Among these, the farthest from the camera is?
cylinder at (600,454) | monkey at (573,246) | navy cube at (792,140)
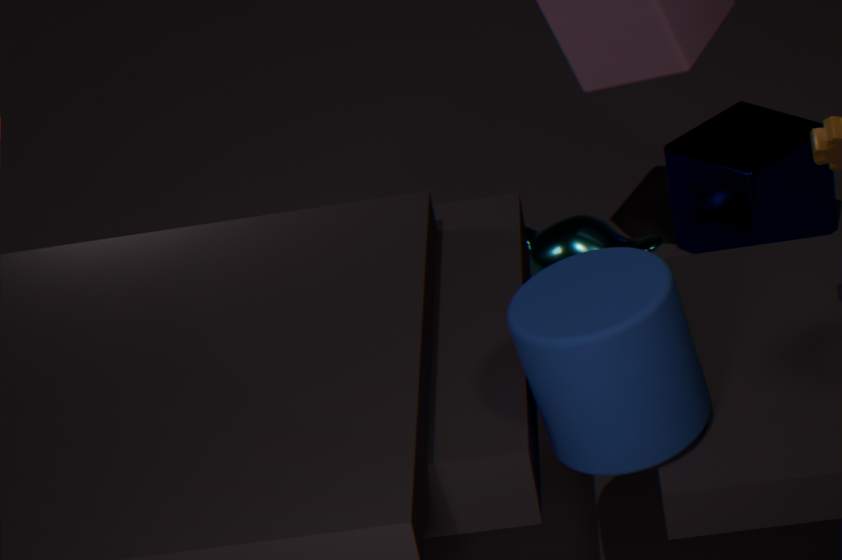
navy cube at (792,140)
